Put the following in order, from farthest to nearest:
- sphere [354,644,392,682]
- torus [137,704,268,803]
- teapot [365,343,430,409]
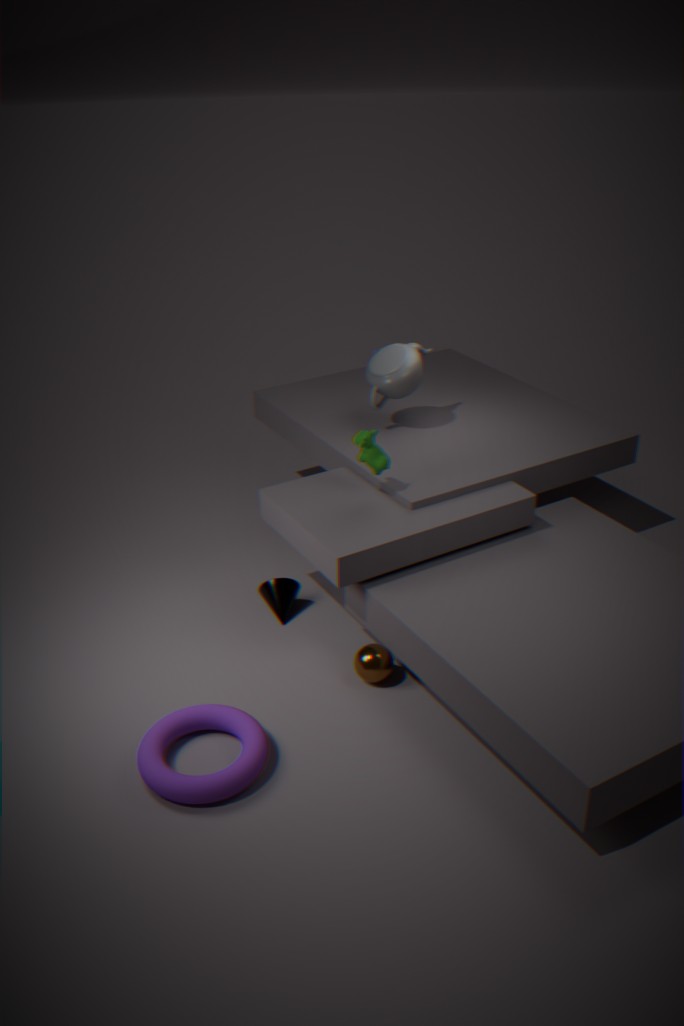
teapot [365,343,430,409] → sphere [354,644,392,682] → torus [137,704,268,803]
